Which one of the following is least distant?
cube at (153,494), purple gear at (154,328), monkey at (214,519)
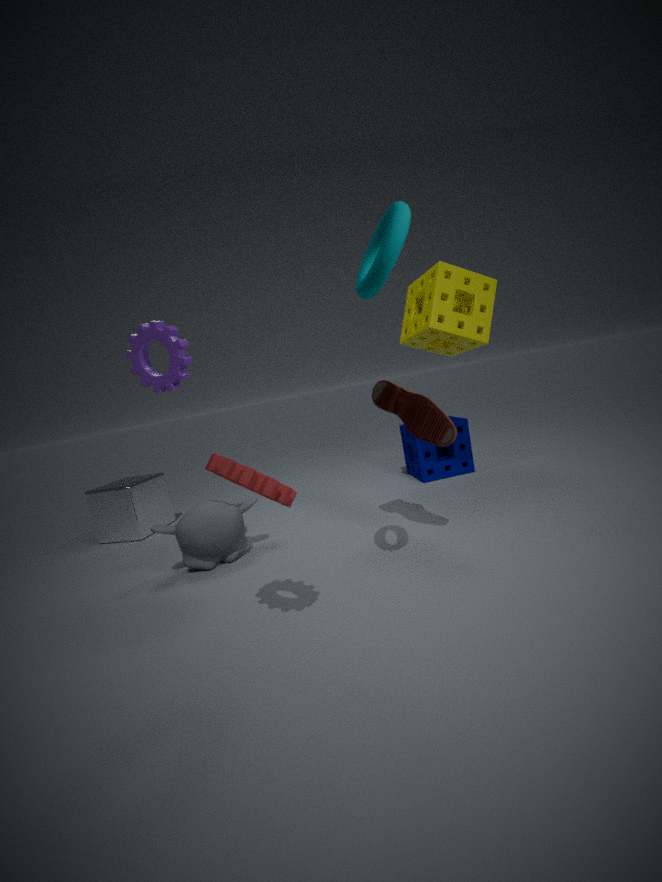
purple gear at (154,328)
